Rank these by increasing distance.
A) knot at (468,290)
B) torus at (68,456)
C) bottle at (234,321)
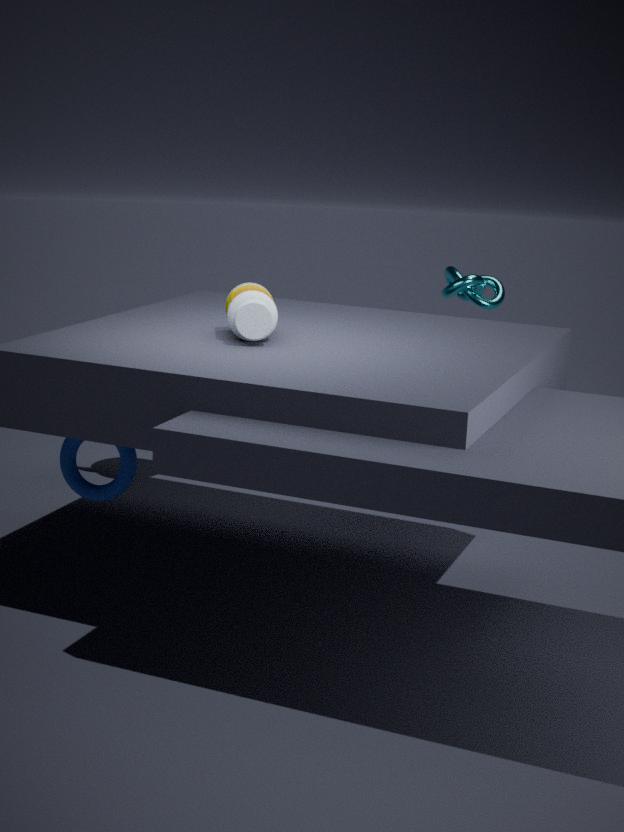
bottle at (234,321) < torus at (68,456) < knot at (468,290)
